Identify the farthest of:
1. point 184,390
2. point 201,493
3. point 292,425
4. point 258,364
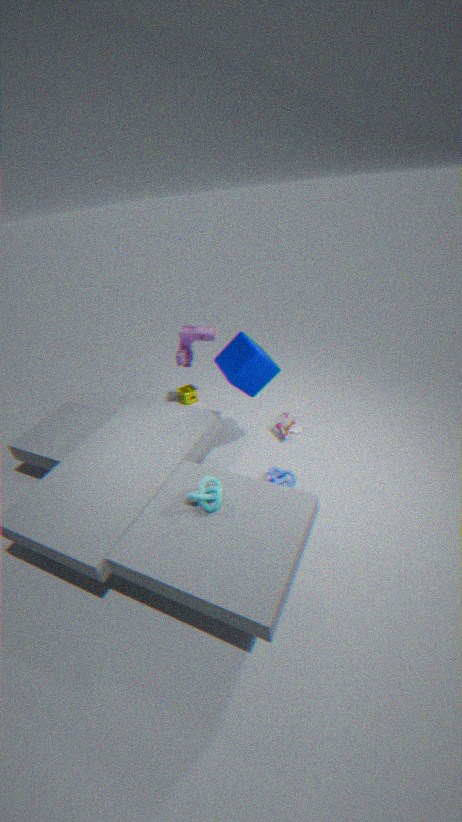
point 184,390
